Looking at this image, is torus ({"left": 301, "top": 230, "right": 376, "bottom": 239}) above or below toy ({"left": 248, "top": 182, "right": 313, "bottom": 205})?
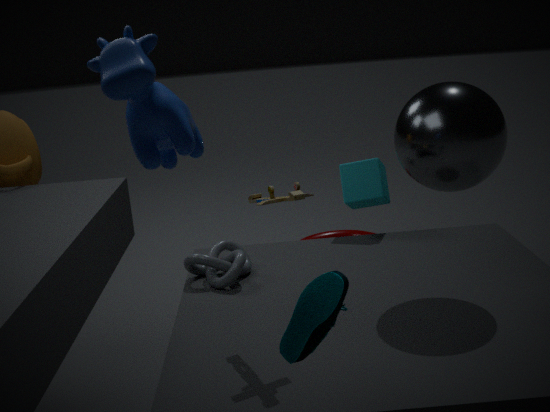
below
